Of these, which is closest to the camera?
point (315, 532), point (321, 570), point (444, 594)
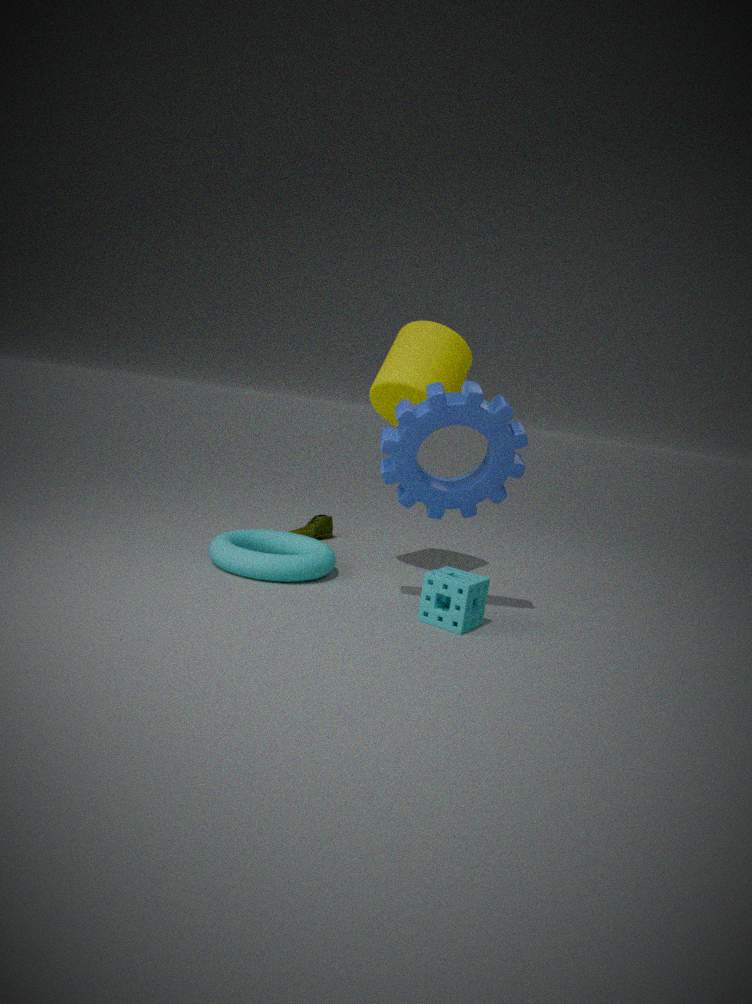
point (444, 594)
